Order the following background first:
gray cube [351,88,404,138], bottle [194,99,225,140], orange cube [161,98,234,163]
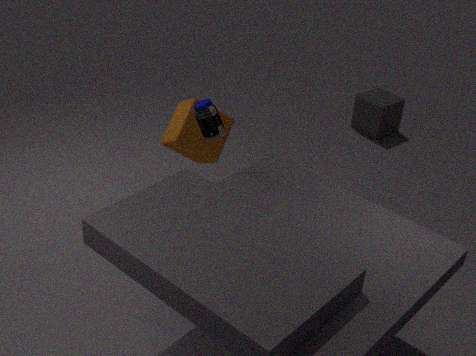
gray cube [351,88,404,138], orange cube [161,98,234,163], bottle [194,99,225,140]
